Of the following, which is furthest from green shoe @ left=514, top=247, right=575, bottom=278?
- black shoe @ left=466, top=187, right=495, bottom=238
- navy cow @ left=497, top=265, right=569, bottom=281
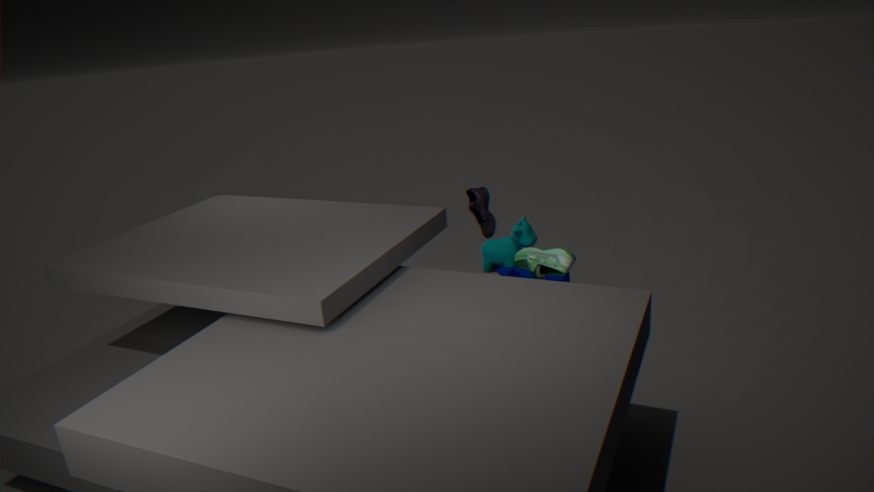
navy cow @ left=497, top=265, right=569, bottom=281
